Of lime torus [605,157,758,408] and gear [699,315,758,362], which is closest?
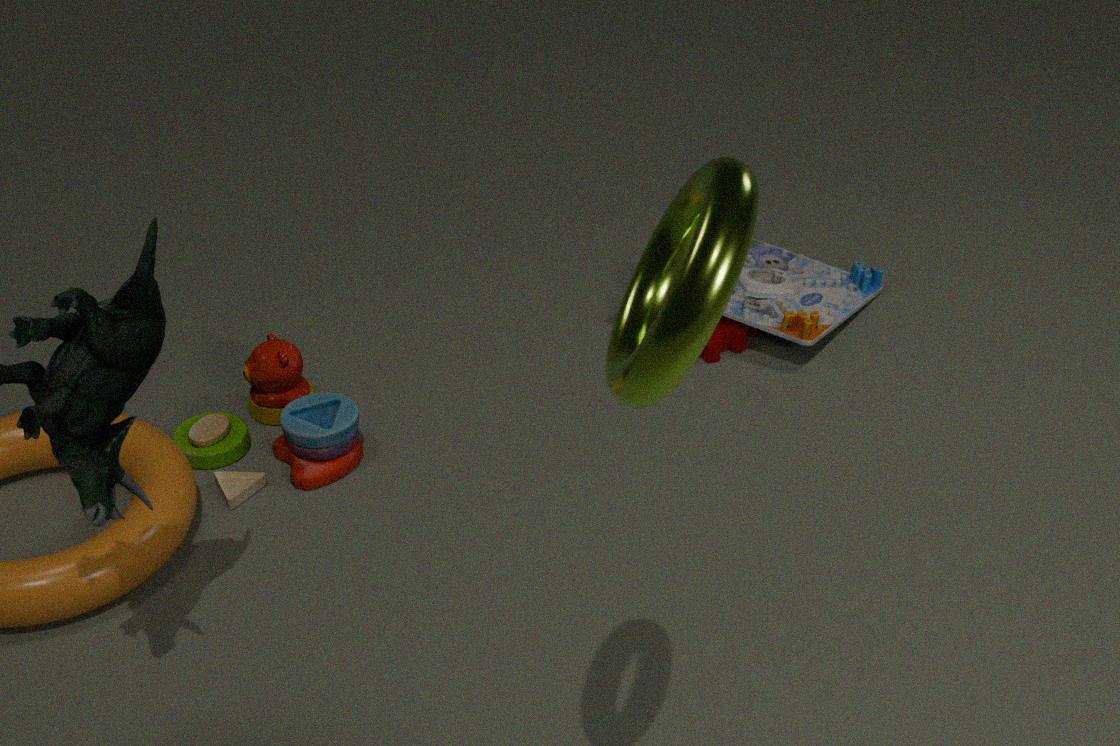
lime torus [605,157,758,408]
